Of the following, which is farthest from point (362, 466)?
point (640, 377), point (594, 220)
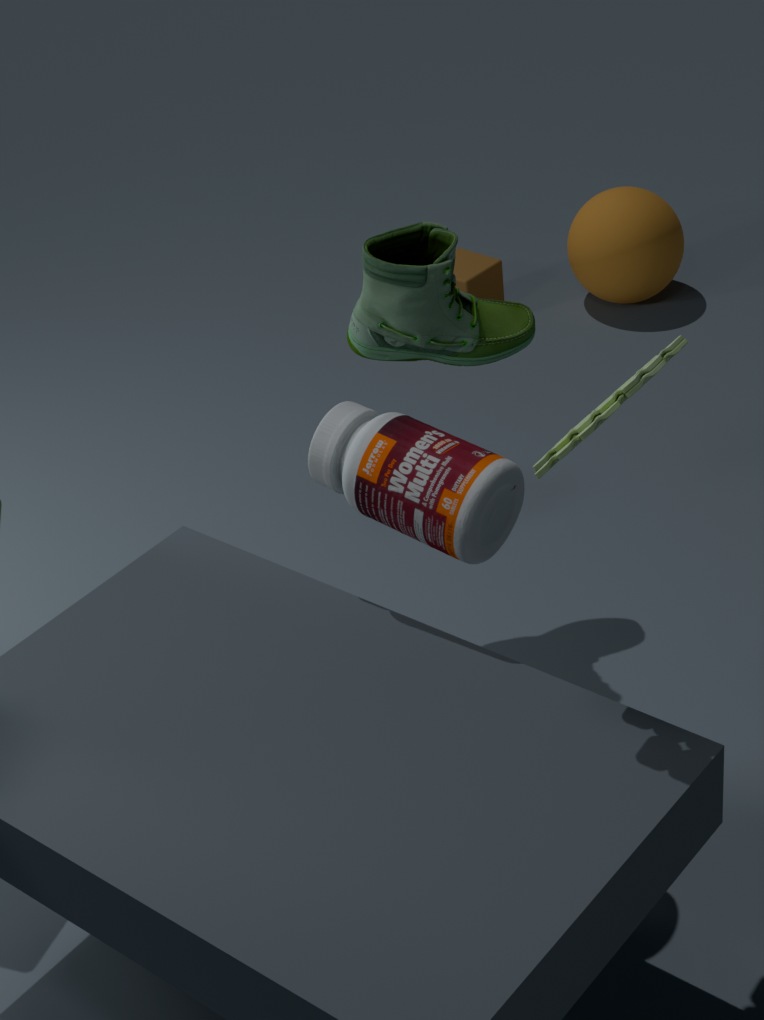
point (594, 220)
